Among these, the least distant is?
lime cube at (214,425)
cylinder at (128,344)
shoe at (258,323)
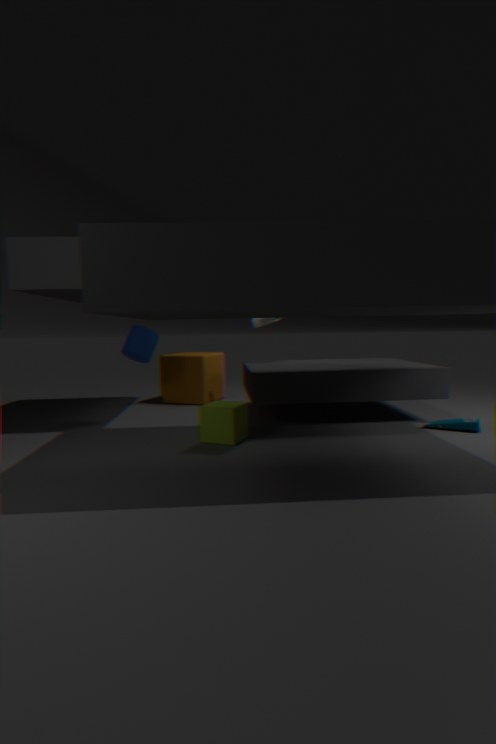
lime cube at (214,425)
